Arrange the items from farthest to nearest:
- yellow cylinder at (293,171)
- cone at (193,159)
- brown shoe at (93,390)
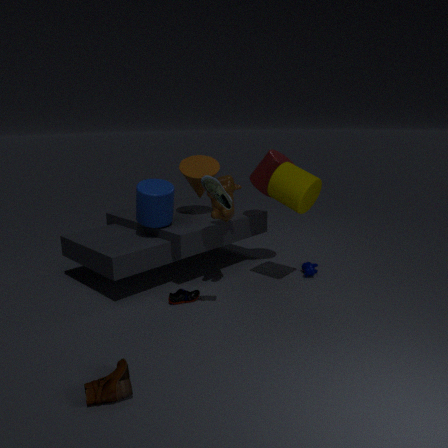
cone at (193,159)
yellow cylinder at (293,171)
brown shoe at (93,390)
